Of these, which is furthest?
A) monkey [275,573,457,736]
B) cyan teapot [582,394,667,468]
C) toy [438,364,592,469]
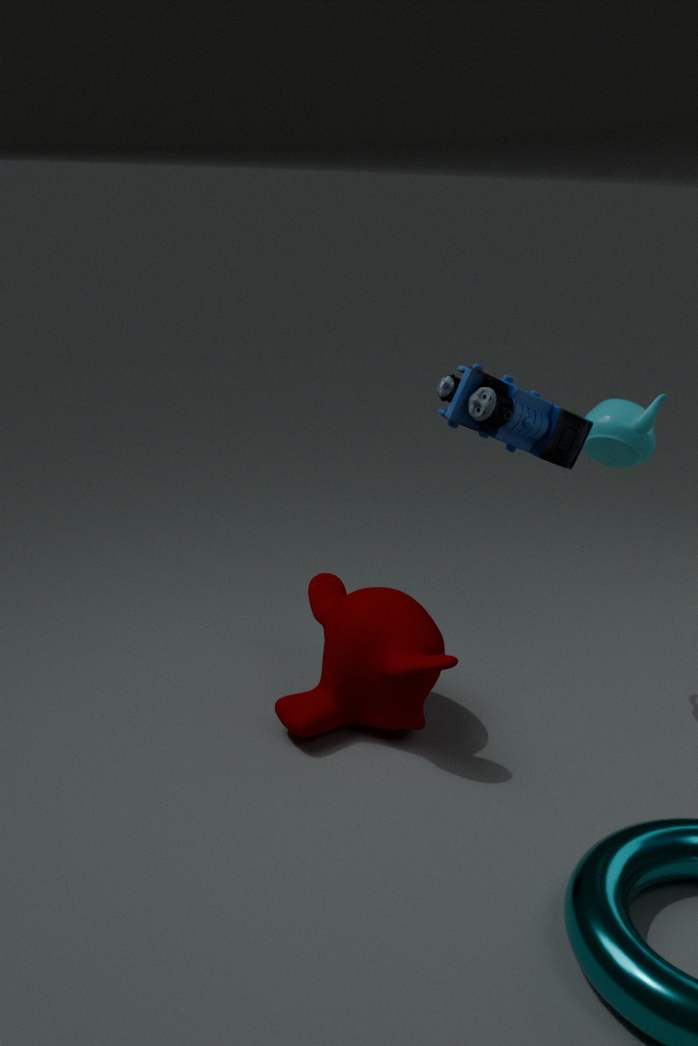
monkey [275,573,457,736]
